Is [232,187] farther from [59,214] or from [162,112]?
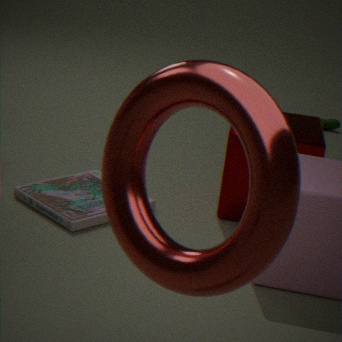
[162,112]
